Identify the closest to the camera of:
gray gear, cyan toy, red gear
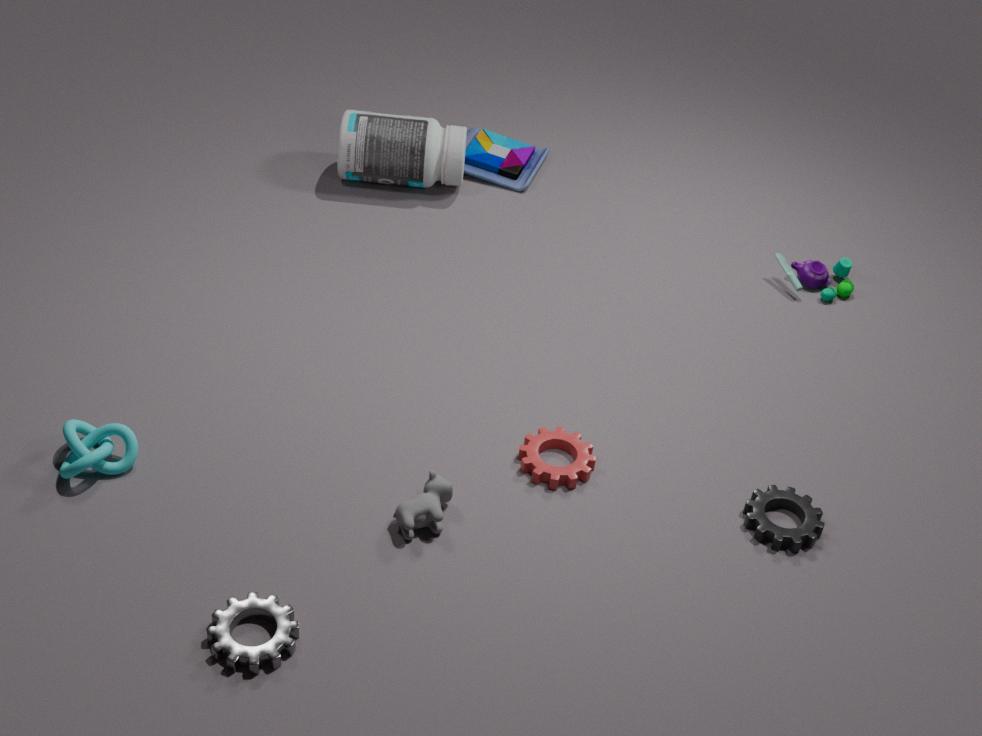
gray gear
